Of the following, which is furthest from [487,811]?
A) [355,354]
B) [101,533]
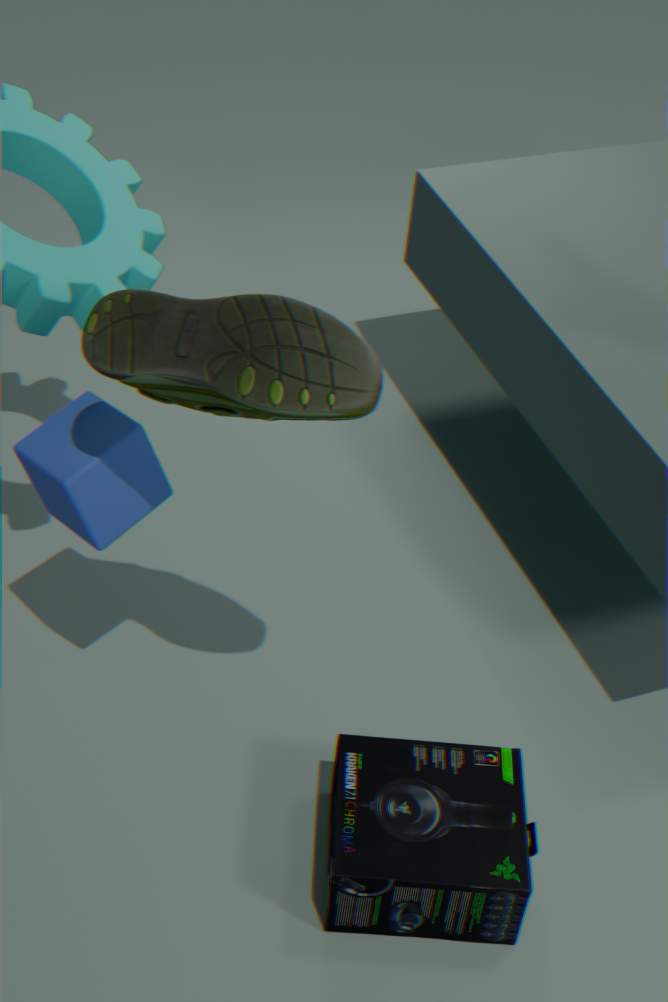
[355,354]
